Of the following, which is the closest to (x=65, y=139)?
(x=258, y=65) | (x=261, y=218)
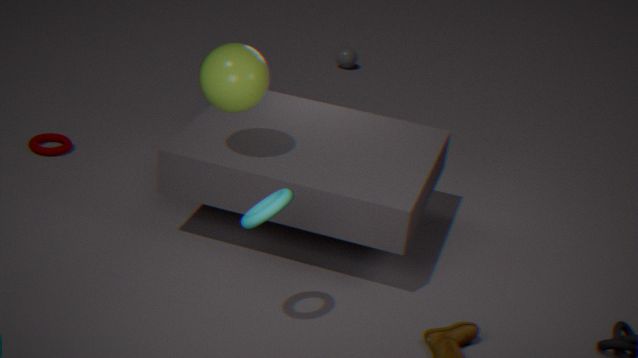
(x=258, y=65)
